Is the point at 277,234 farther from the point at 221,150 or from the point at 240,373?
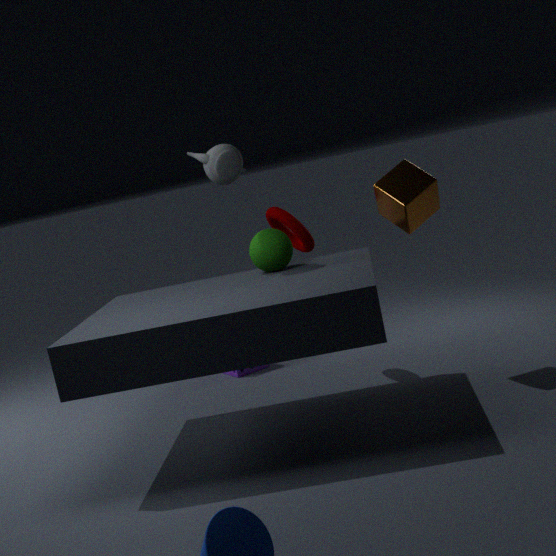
the point at 240,373
